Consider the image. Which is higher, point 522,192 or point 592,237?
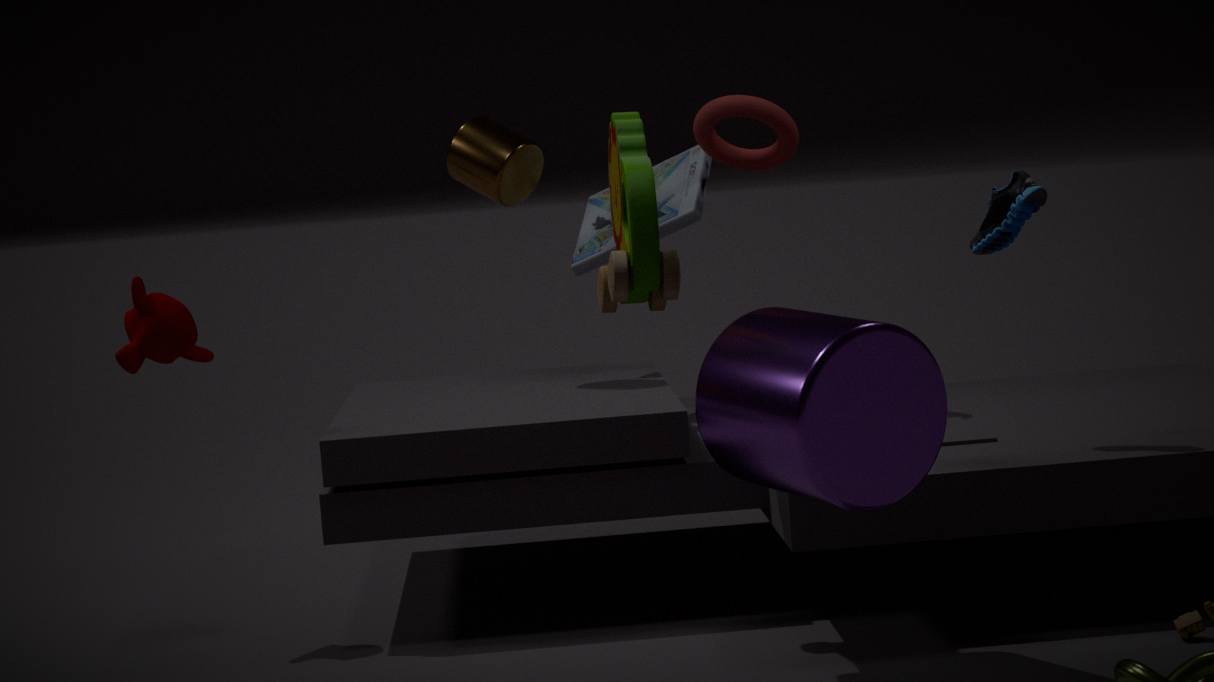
point 522,192
